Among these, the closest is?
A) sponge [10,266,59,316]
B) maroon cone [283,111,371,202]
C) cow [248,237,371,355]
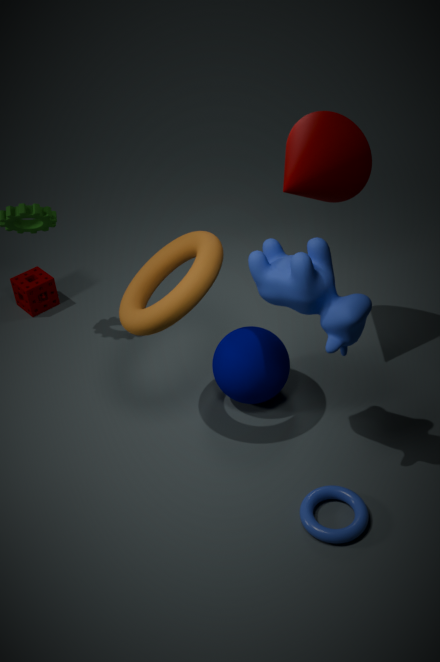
C. cow [248,237,371,355]
